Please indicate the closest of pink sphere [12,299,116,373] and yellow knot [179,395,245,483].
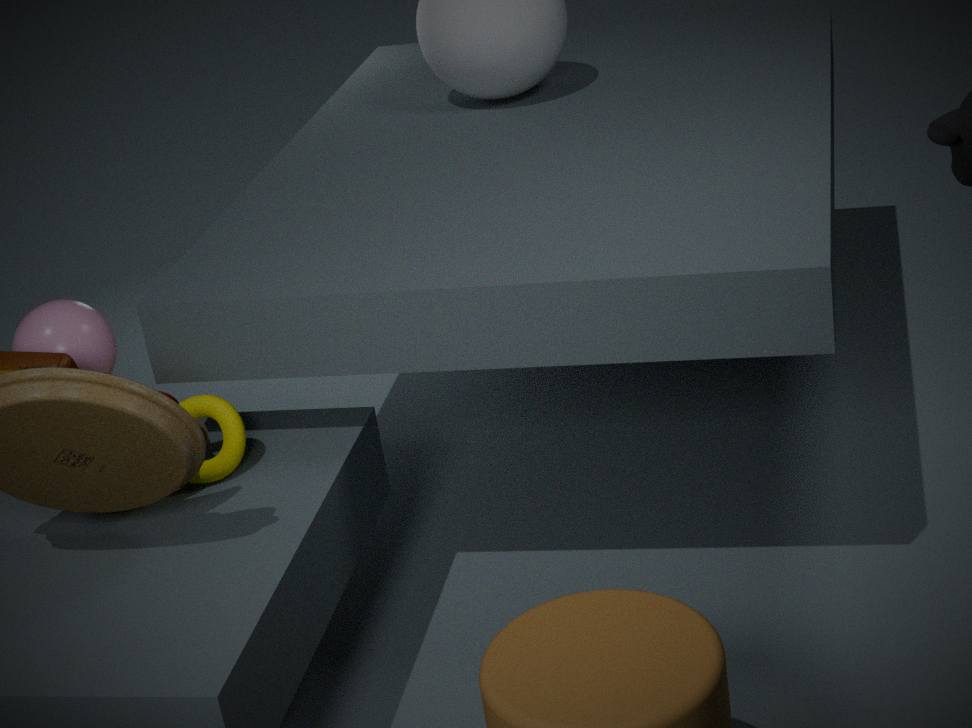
pink sphere [12,299,116,373]
